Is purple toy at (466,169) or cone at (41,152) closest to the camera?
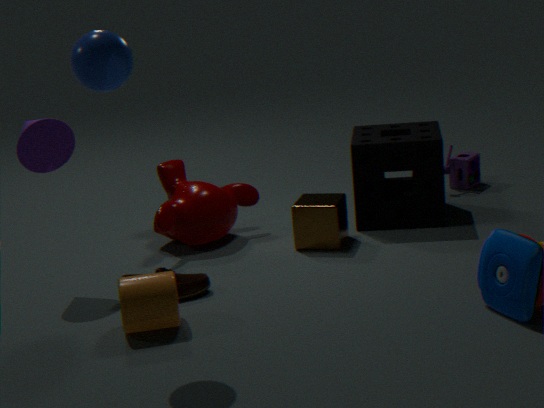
cone at (41,152)
